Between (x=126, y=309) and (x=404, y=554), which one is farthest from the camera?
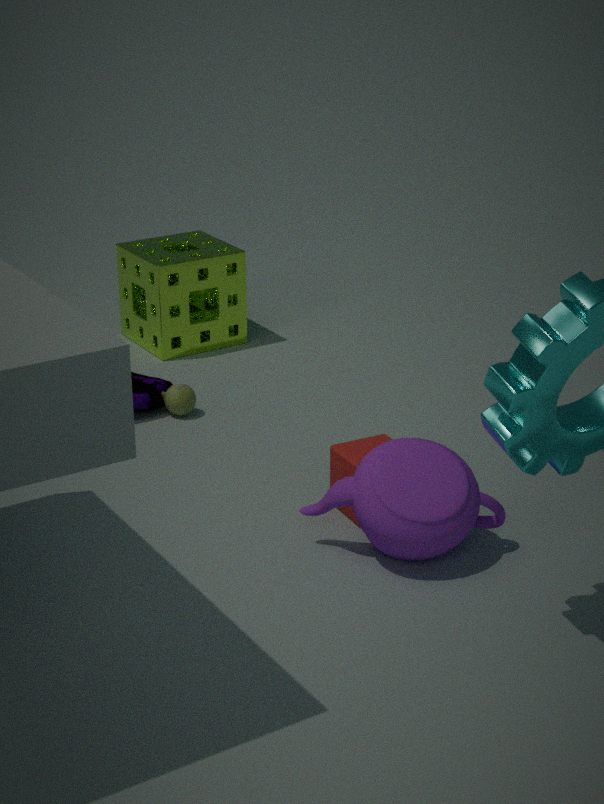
(x=126, y=309)
